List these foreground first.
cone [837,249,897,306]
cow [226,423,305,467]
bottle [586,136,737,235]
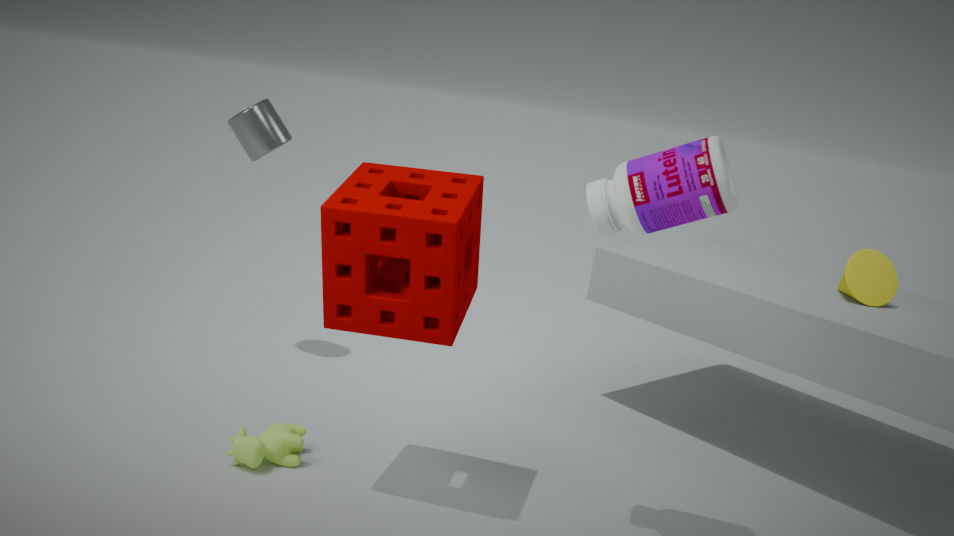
bottle [586,136,737,235]
cow [226,423,305,467]
cone [837,249,897,306]
